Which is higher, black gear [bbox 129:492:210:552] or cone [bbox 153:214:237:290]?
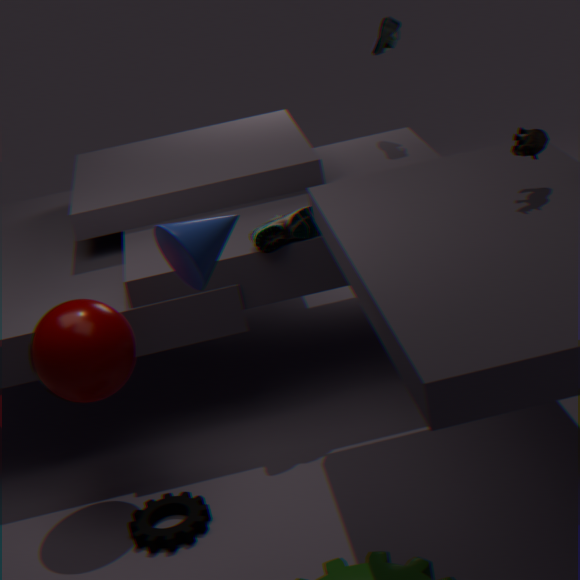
cone [bbox 153:214:237:290]
